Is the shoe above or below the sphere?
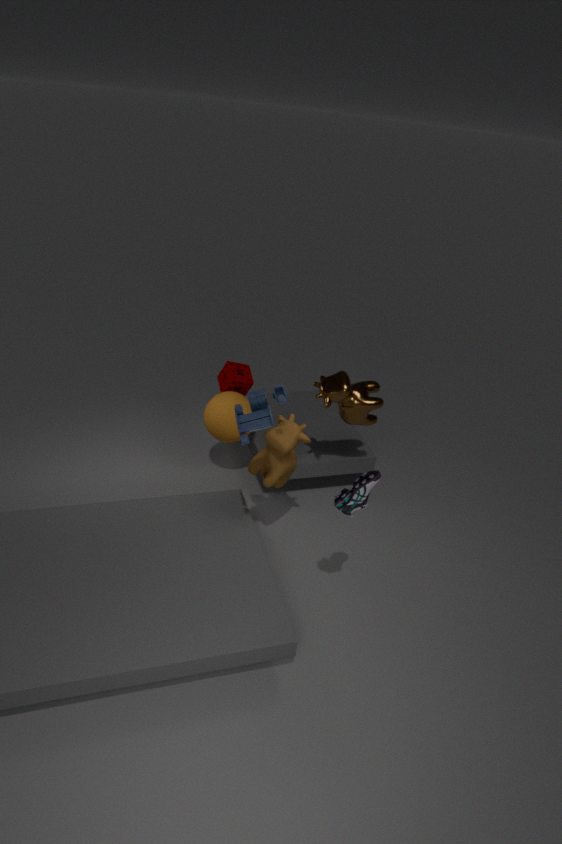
above
